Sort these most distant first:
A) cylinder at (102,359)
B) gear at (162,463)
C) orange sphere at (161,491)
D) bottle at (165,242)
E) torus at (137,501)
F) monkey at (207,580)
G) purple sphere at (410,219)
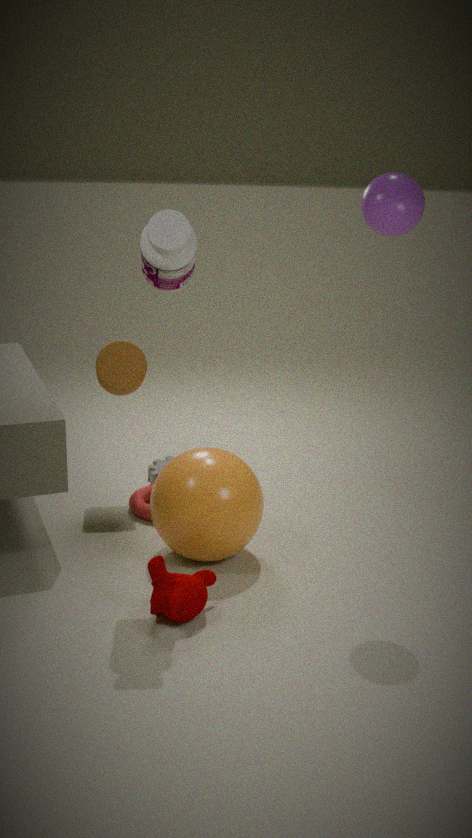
1. gear at (162,463)
2. cylinder at (102,359)
3. torus at (137,501)
4. orange sphere at (161,491)
5. purple sphere at (410,219)
6. monkey at (207,580)
7. bottle at (165,242)
